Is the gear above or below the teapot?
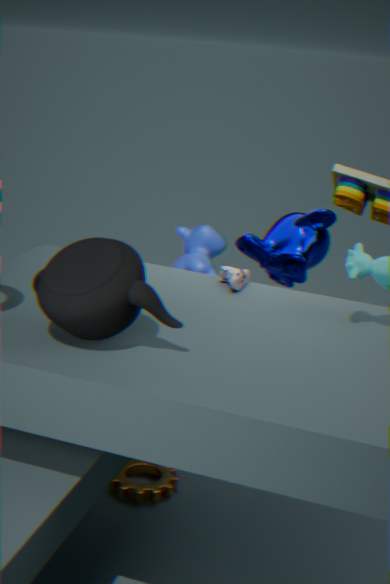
below
